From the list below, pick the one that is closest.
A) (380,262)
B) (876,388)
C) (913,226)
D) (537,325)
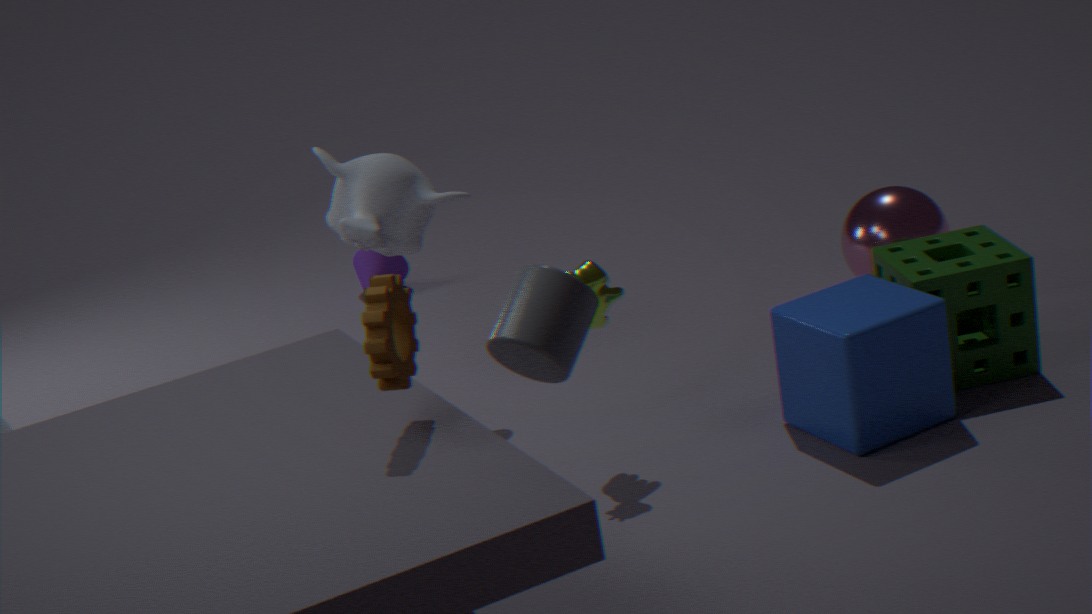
D. (537,325)
